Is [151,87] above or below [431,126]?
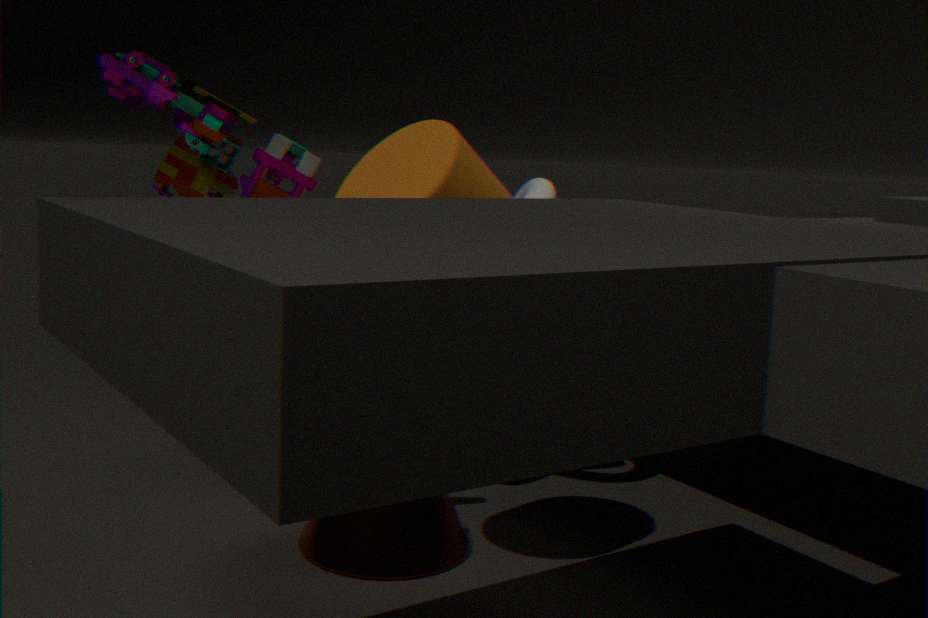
above
